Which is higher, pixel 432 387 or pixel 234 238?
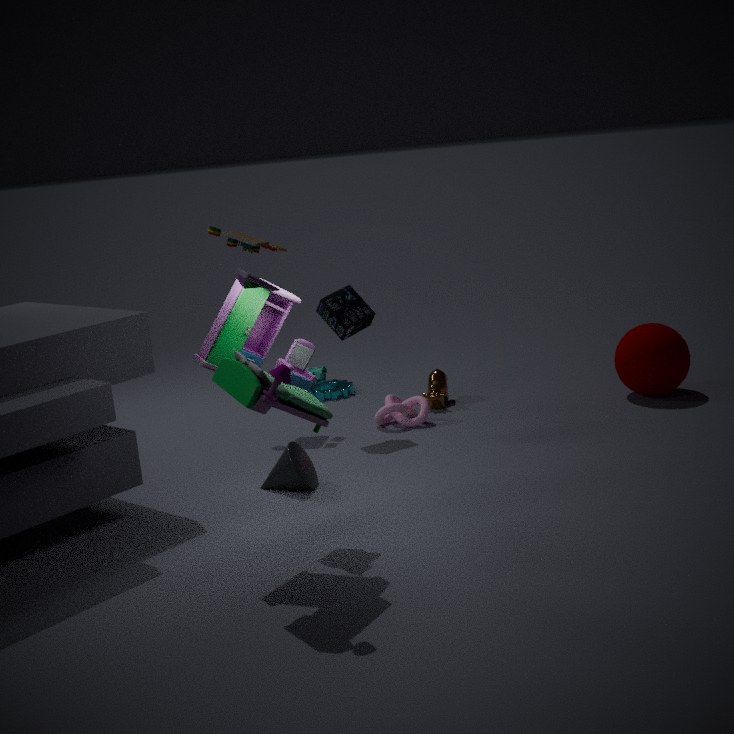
pixel 234 238
